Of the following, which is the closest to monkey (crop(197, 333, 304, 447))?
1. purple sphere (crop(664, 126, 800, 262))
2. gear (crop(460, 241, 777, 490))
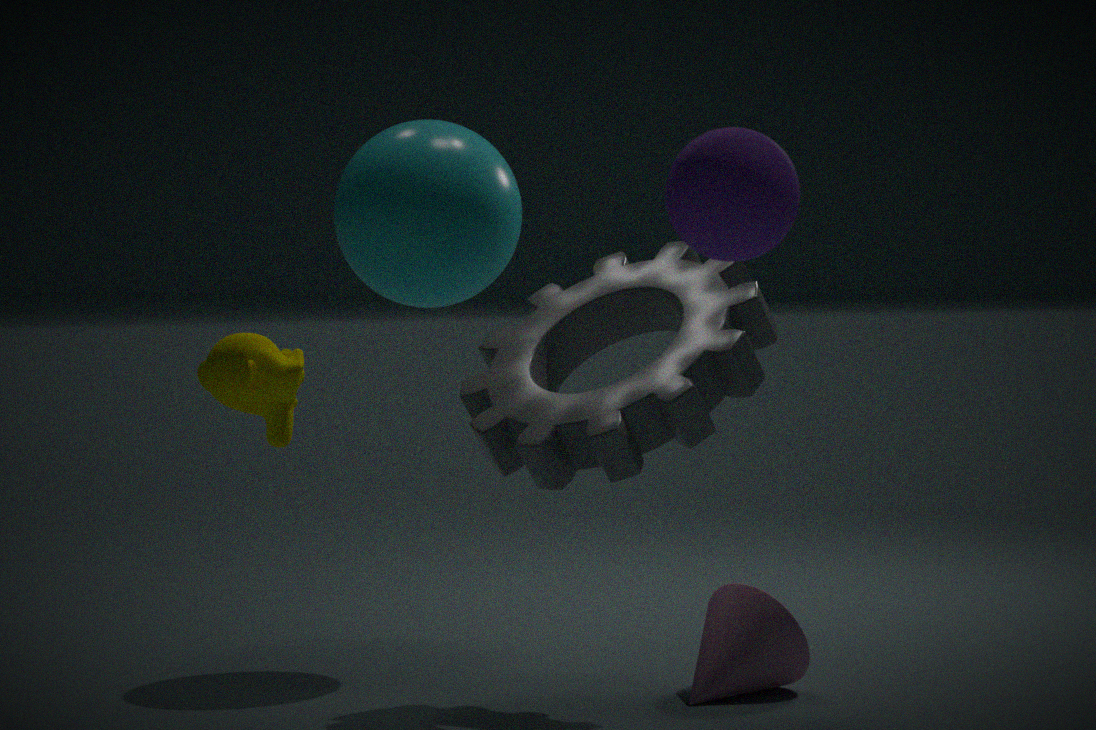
gear (crop(460, 241, 777, 490))
